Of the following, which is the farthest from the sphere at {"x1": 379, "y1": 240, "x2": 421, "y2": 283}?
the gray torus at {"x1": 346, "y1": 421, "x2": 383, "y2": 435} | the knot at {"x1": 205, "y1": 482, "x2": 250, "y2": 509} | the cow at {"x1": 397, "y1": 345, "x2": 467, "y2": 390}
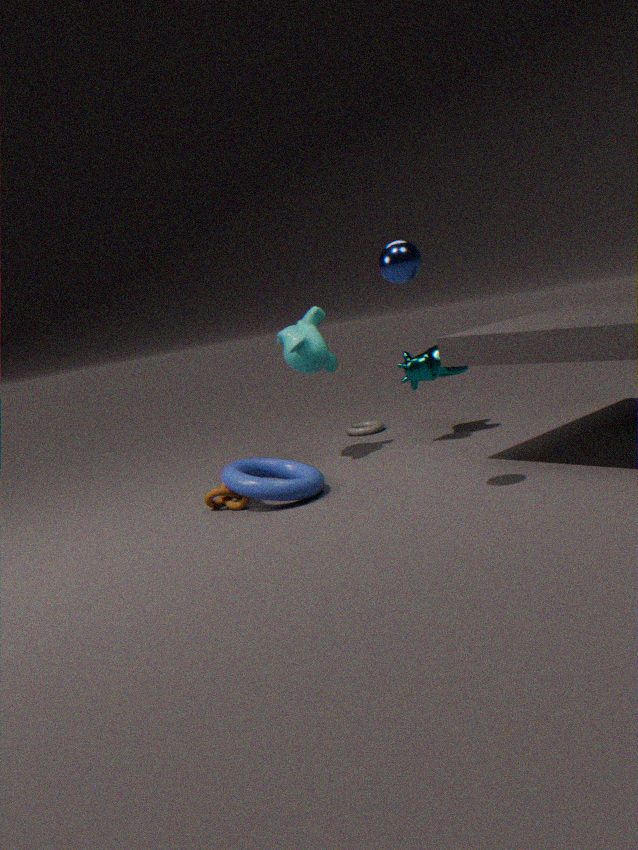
the gray torus at {"x1": 346, "y1": 421, "x2": 383, "y2": 435}
